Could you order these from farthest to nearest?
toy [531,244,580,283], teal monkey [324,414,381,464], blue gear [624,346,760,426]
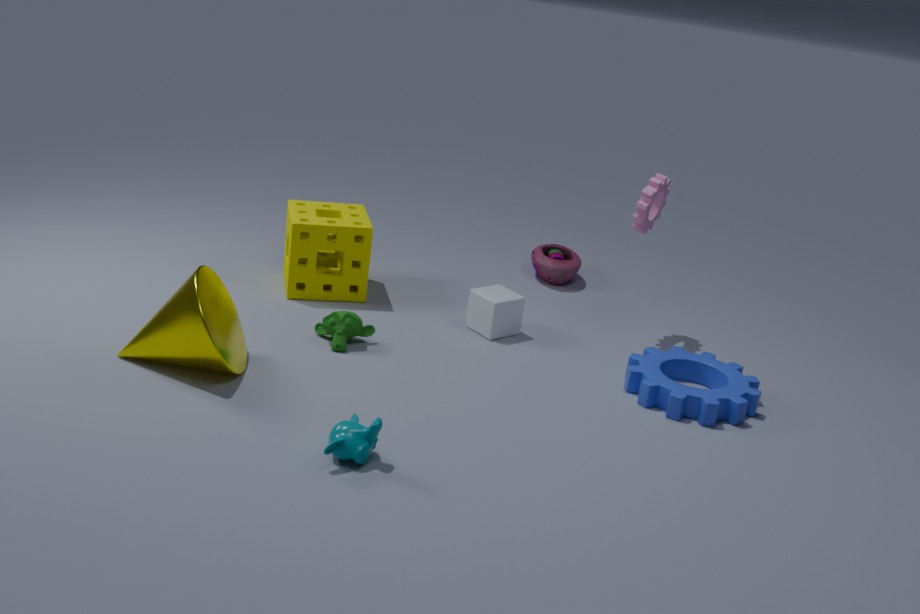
toy [531,244,580,283] < blue gear [624,346,760,426] < teal monkey [324,414,381,464]
